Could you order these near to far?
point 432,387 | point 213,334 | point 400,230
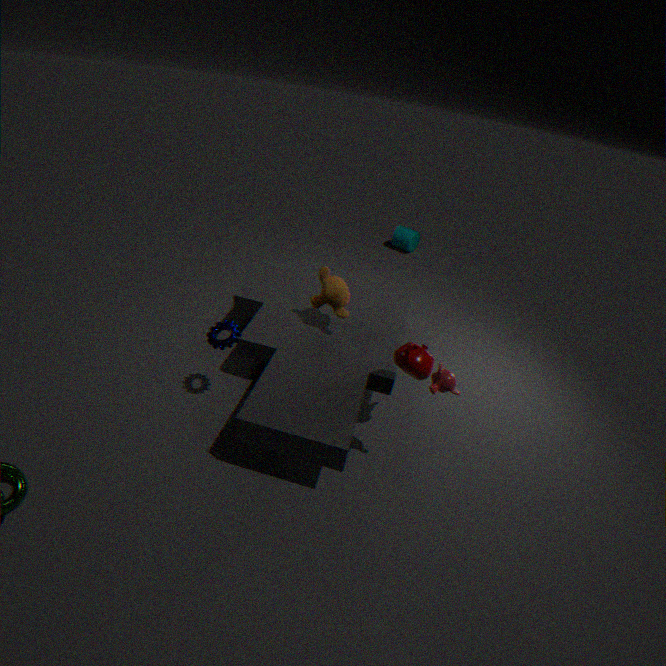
point 432,387 < point 213,334 < point 400,230
